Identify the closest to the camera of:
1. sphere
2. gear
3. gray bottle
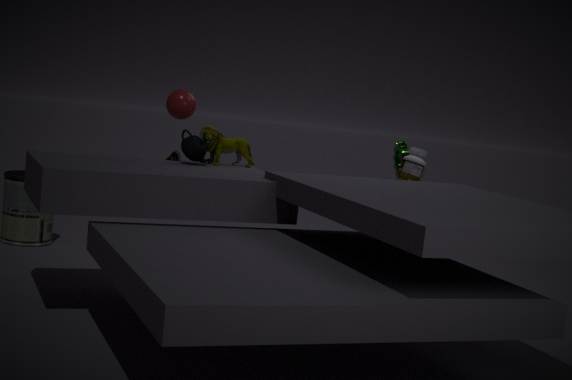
sphere
